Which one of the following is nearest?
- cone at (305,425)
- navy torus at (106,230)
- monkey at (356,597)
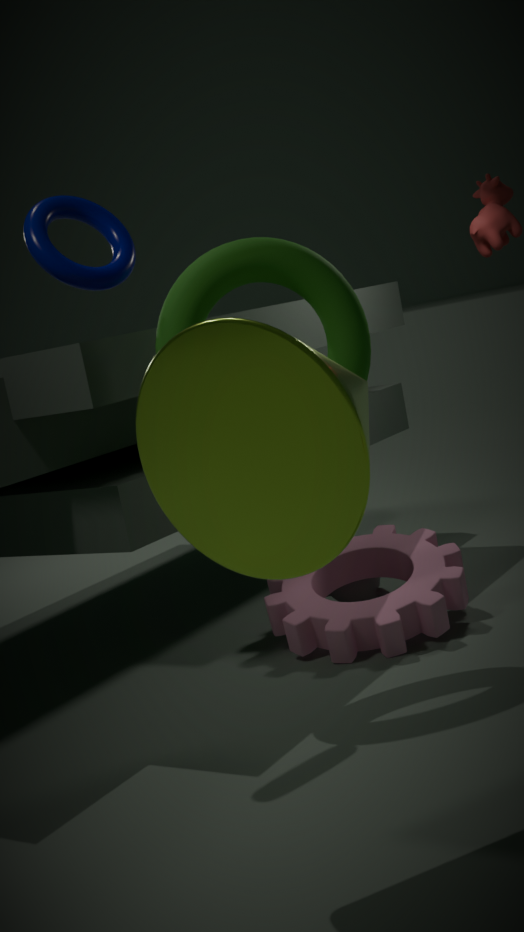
cone at (305,425)
